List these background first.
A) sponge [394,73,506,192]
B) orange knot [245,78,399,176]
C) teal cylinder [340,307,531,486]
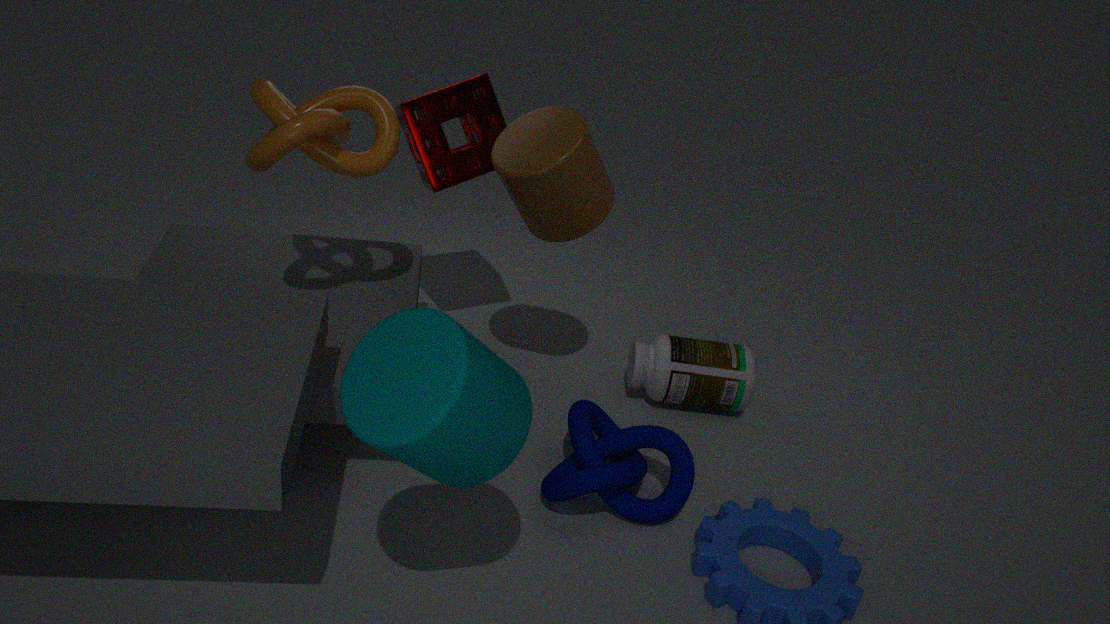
sponge [394,73,506,192], orange knot [245,78,399,176], teal cylinder [340,307,531,486]
